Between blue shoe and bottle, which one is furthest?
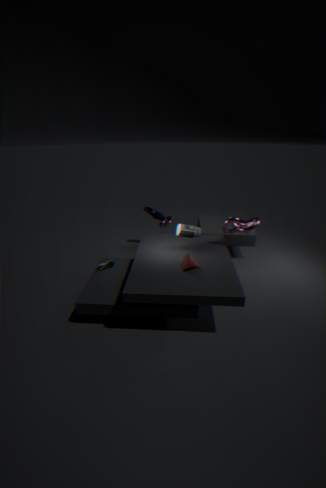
blue shoe
